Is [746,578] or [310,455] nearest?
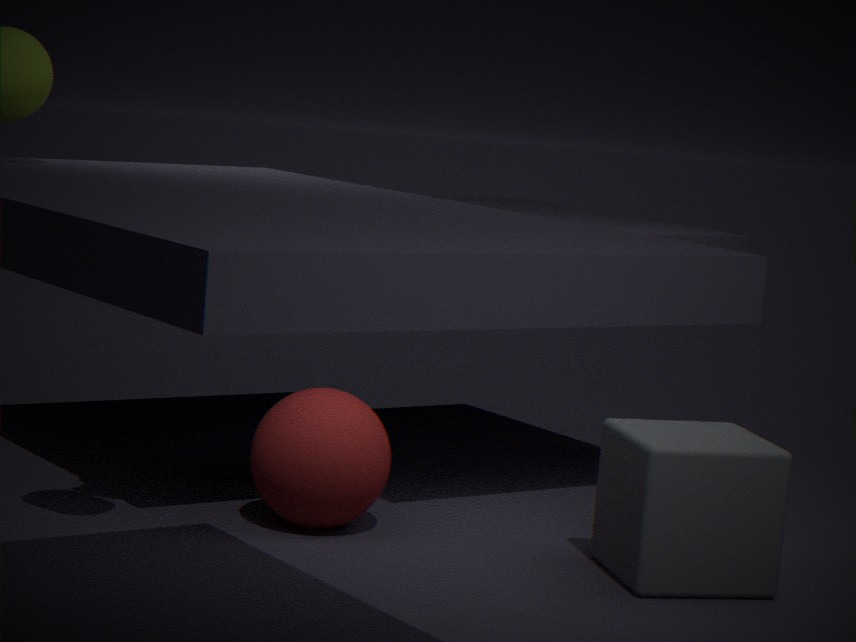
[746,578]
